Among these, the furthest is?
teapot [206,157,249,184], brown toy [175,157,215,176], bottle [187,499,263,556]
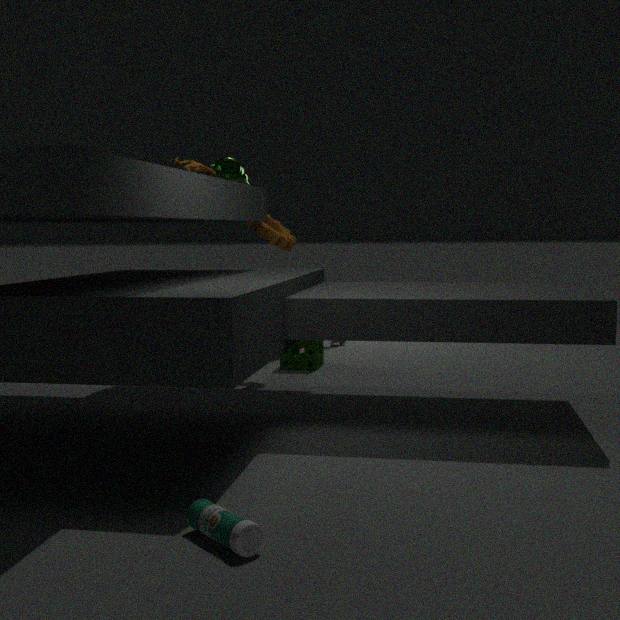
teapot [206,157,249,184]
